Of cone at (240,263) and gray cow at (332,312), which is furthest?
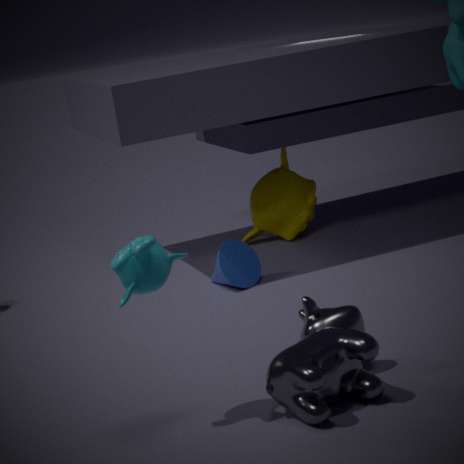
cone at (240,263)
